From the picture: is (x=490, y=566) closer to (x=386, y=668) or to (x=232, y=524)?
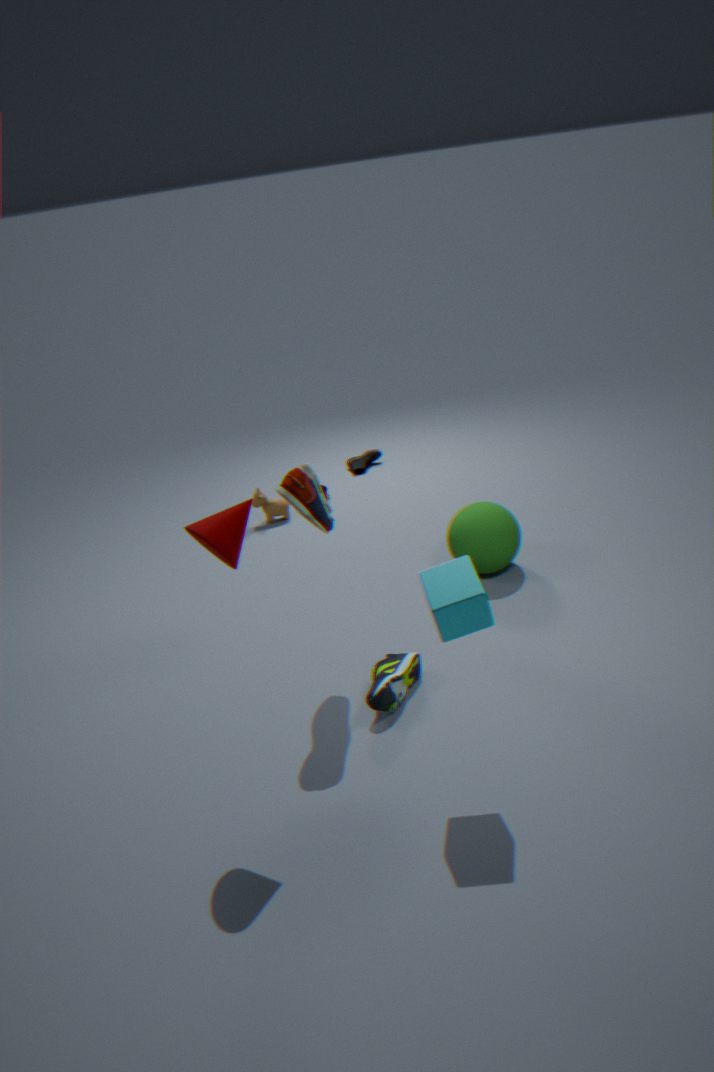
(x=386, y=668)
